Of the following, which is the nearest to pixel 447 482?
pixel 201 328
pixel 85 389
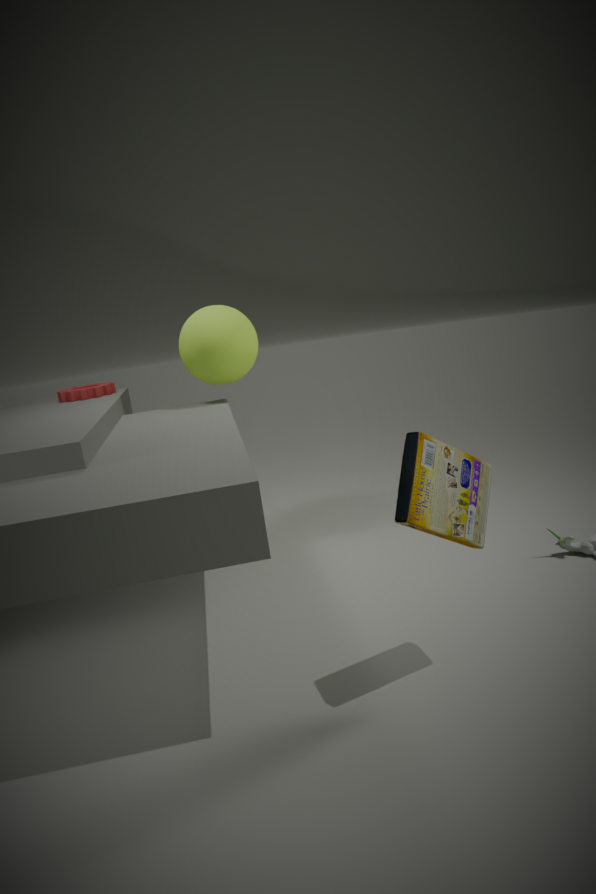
pixel 201 328
